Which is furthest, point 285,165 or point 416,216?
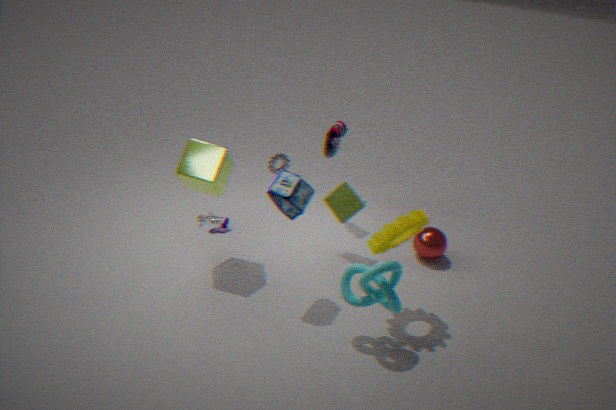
point 285,165
